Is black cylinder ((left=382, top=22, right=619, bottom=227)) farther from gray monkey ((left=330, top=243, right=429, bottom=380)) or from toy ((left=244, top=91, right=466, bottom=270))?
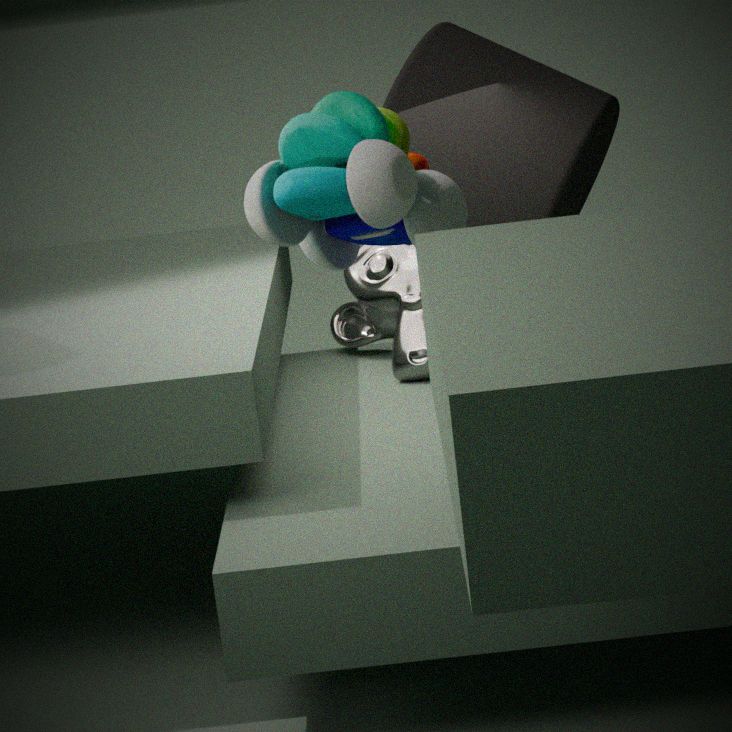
toy ((left=244, top=91, right=466, bottom=270))
